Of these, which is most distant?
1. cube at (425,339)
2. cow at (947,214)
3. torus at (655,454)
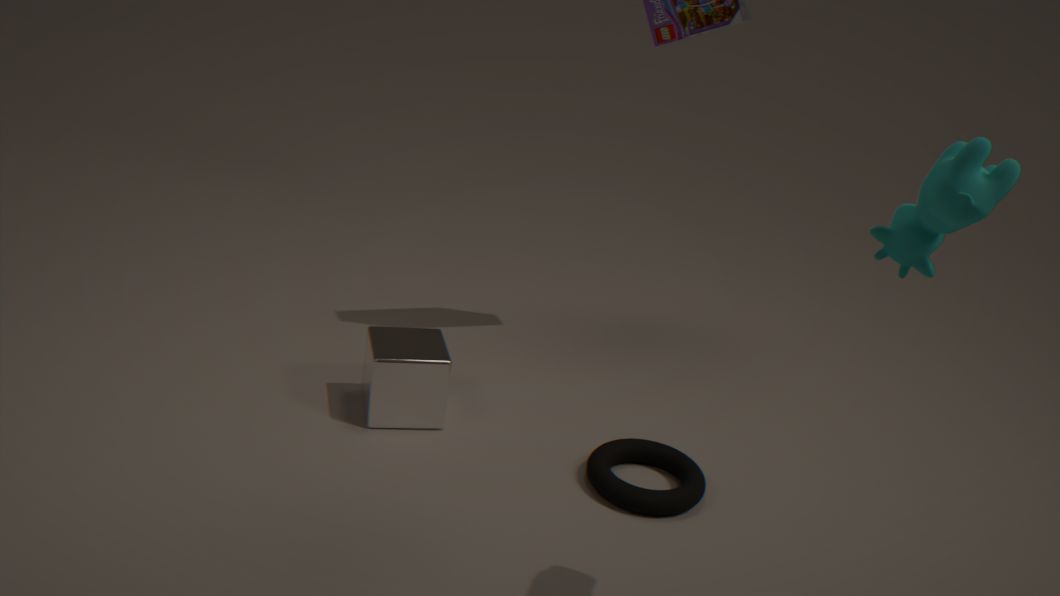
cube at (425,339)
